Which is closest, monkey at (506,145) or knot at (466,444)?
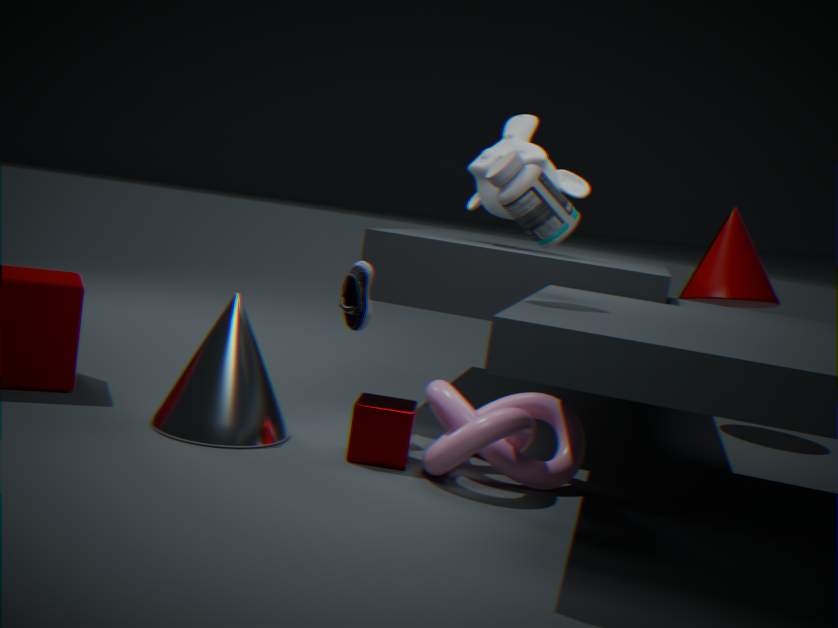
knot at (466,444)
